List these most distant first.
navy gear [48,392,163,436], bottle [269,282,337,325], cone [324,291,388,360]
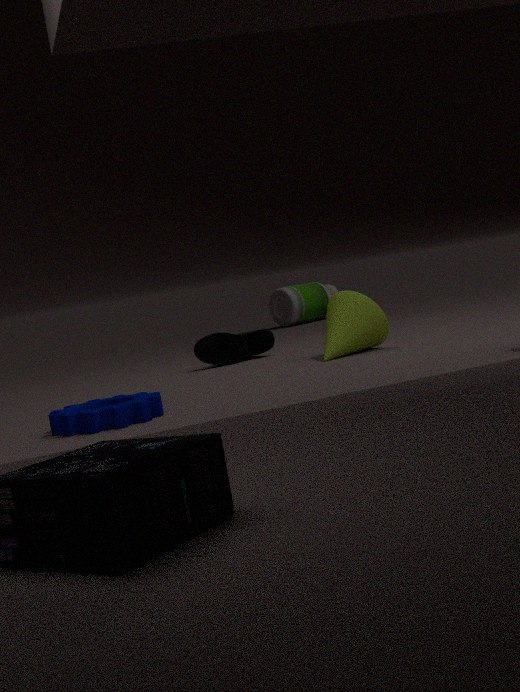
bottle [269,282,337,325], cone [324,291,388,360], navy gear [48,392,163,436]
